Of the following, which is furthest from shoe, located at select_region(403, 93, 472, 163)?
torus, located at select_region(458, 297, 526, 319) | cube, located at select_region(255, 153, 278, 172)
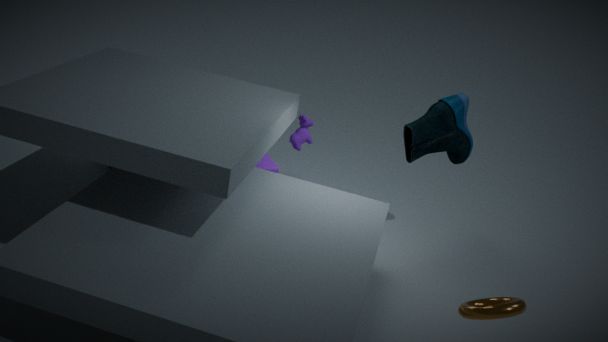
torus, located at select_region(458, 297, 526, 319)
